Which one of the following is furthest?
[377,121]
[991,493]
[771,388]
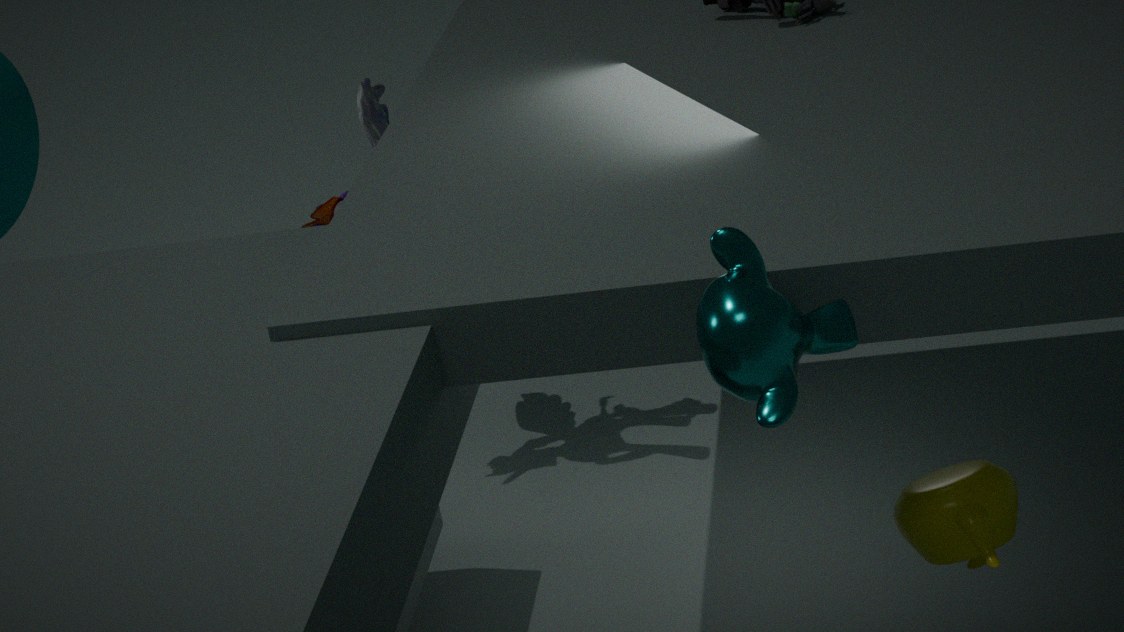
[377,121]
